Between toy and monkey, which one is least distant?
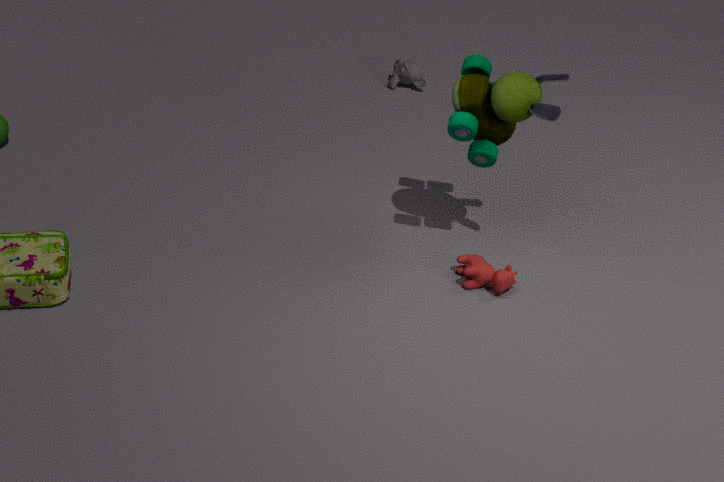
toy
